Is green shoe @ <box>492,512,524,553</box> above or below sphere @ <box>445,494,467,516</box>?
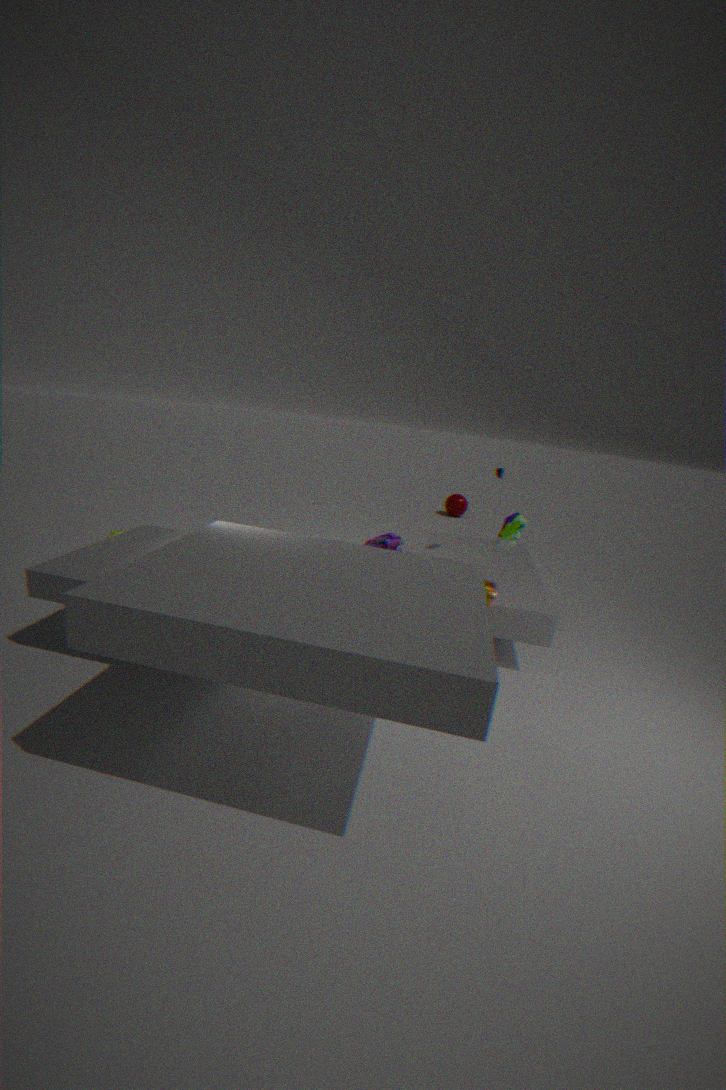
above
